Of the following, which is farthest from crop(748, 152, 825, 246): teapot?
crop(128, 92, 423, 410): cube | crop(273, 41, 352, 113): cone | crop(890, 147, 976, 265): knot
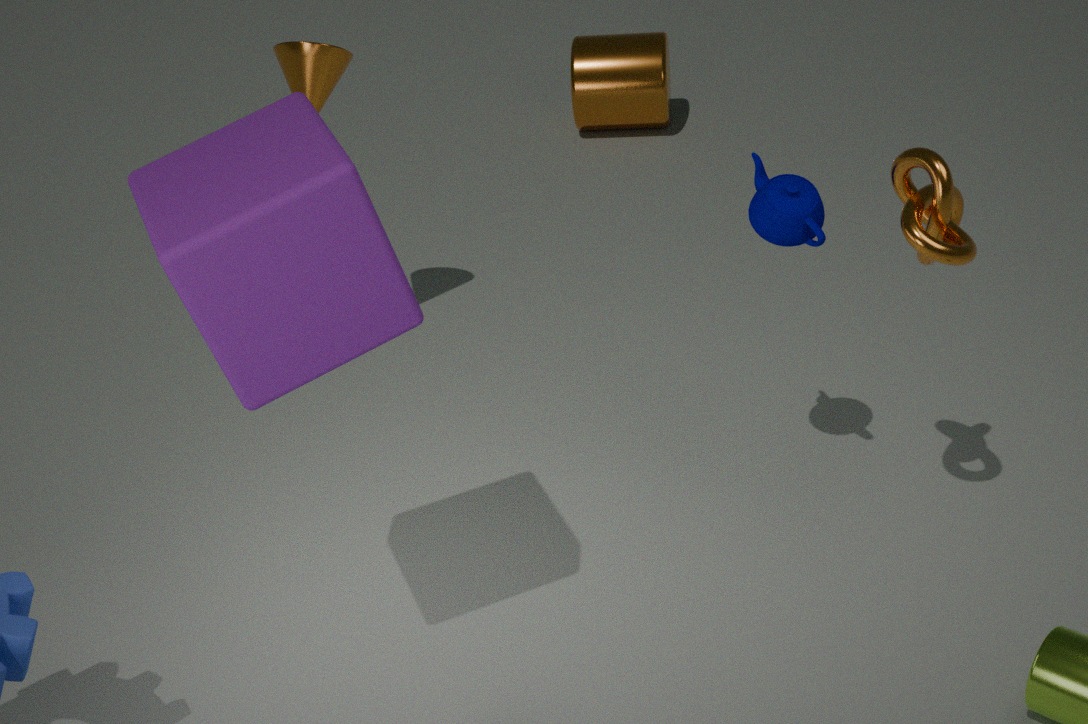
crop(273, 41, 352, 113): cone
